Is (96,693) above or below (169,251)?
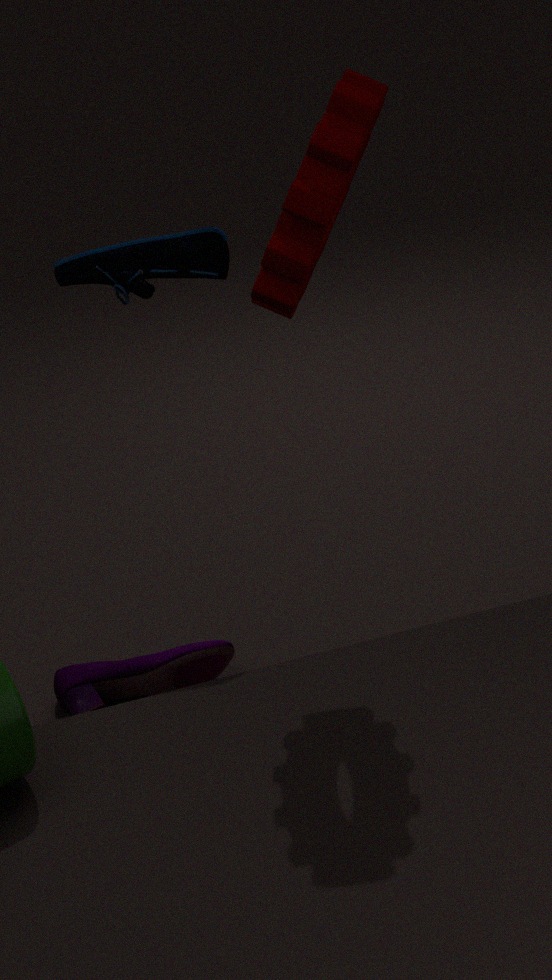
below
